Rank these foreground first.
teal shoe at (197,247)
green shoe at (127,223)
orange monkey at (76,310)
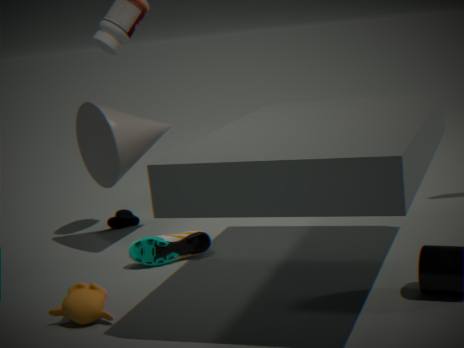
orange monkey at (76,310)
teal shoe at (197,247)
green shoe at (127,223)
